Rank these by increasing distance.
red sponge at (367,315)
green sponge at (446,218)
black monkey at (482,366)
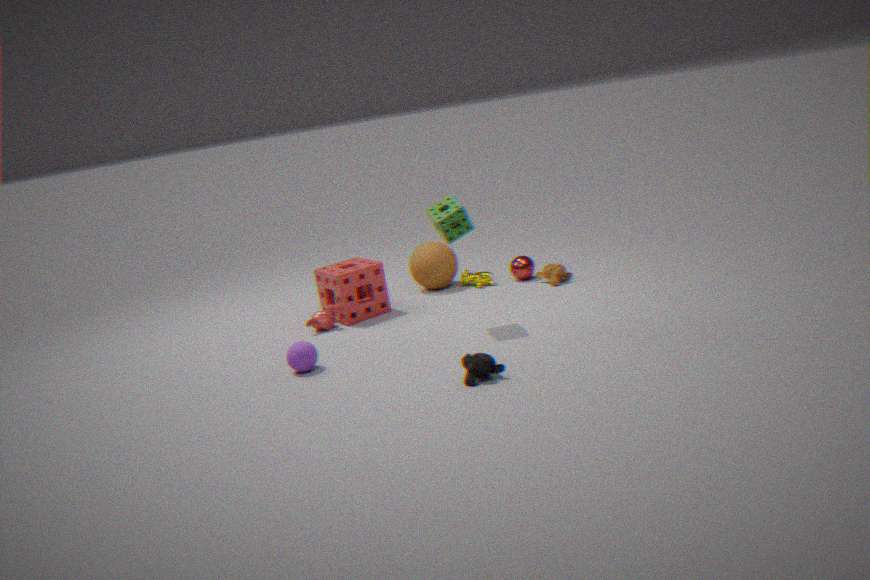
1. black monkey at (482,366)
2. green sponge at (446,218)
3. red sponge at (367,315)
